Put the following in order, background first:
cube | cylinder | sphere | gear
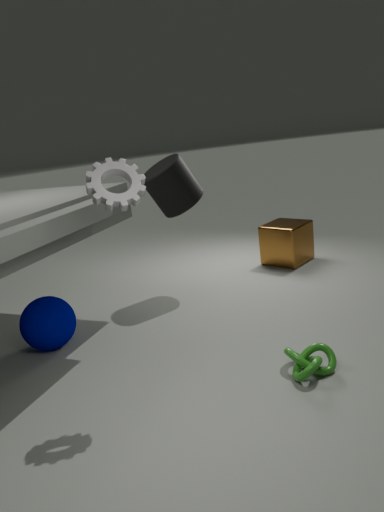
1. cube
2. cylinder
3. sphere
4. gear
